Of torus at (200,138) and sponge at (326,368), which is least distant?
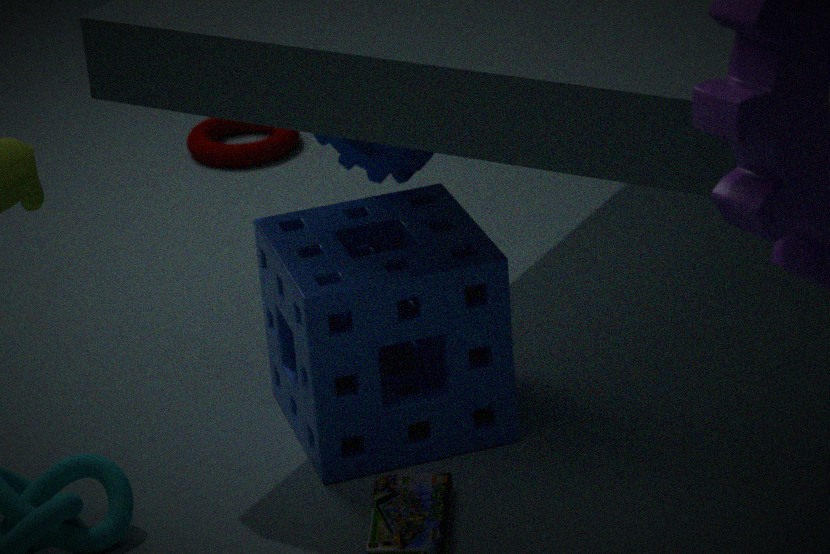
sponge at (326,368)
